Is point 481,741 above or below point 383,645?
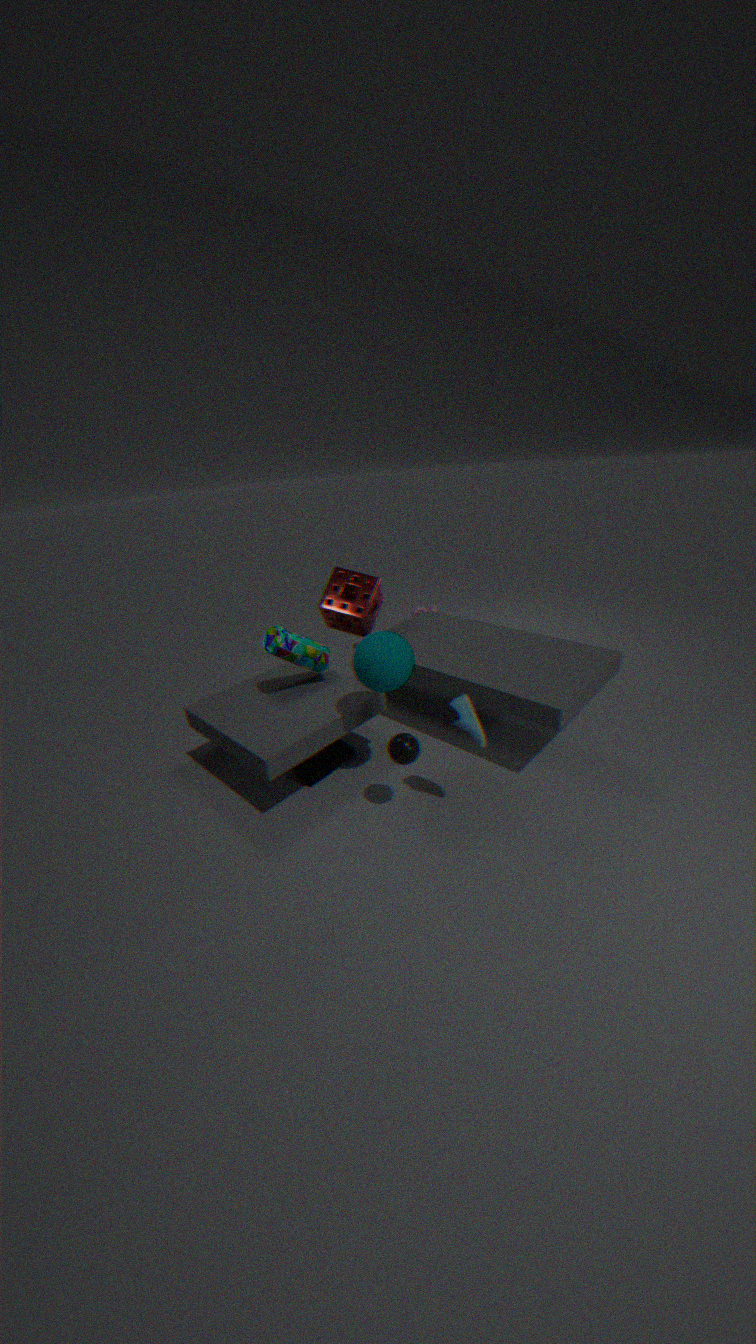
below
